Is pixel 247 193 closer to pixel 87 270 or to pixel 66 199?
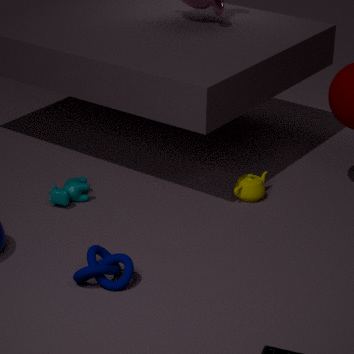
pixel 66 199
